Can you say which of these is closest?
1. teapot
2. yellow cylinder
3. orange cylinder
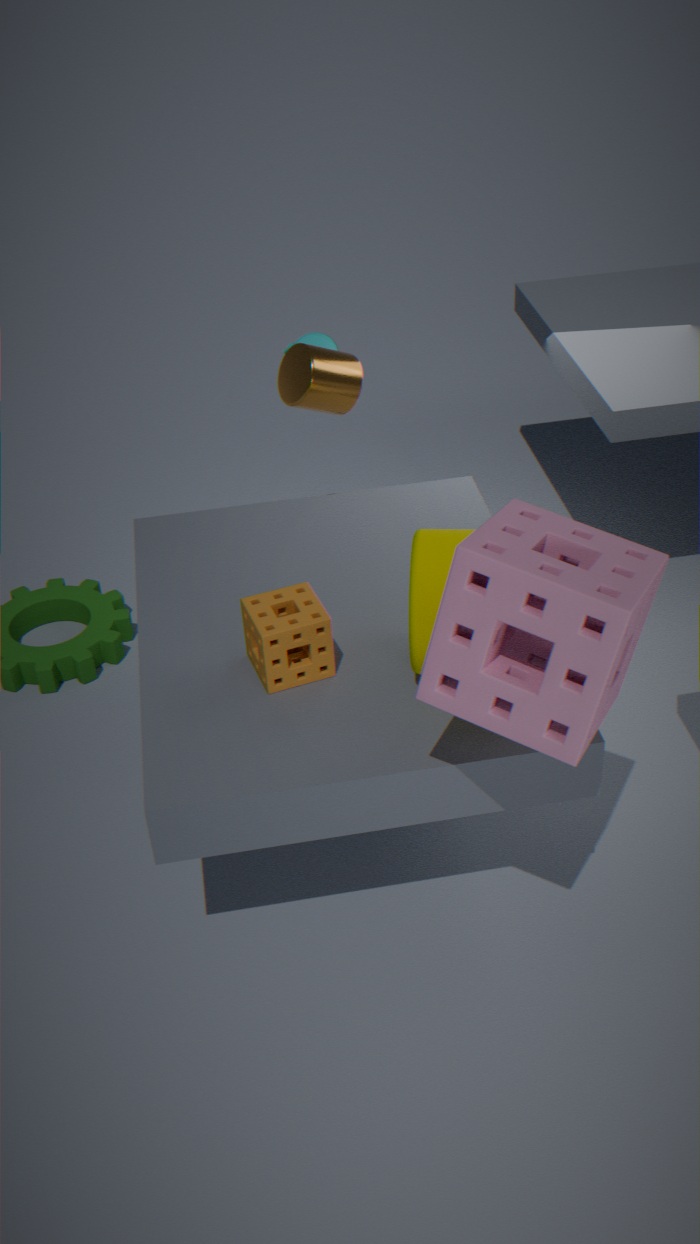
yellow cylinder
